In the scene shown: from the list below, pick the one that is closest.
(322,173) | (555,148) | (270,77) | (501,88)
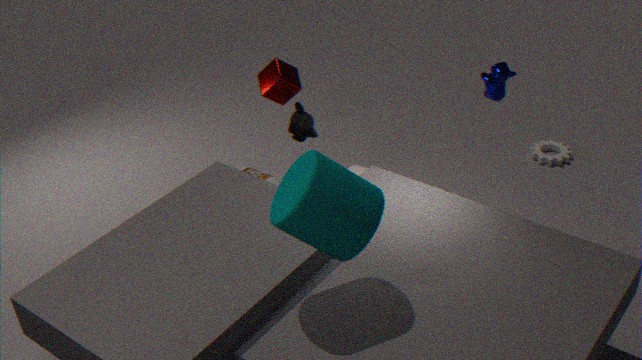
(322,173)
